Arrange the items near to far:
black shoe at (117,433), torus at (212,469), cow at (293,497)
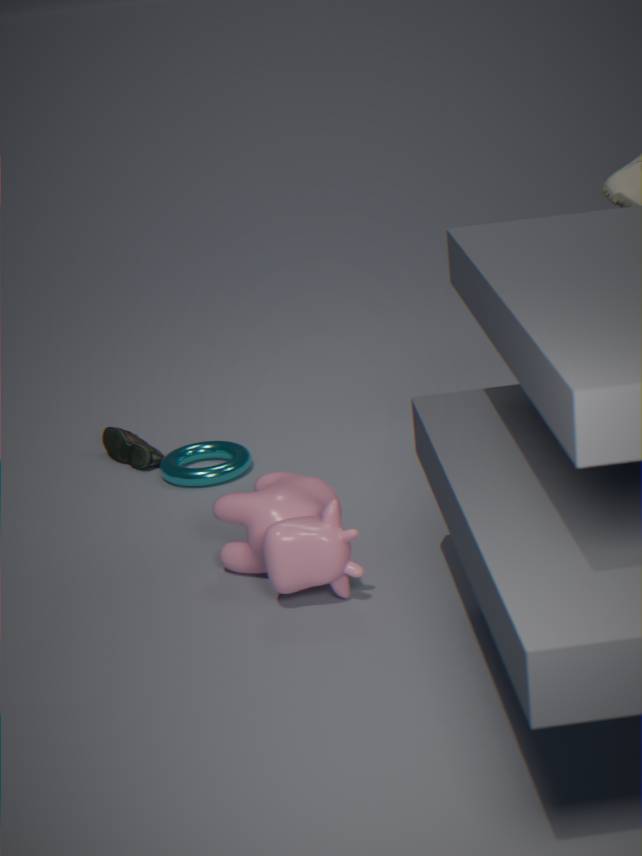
cow at (293,497) < torus at (212,469) < black shoe at (117,433)
